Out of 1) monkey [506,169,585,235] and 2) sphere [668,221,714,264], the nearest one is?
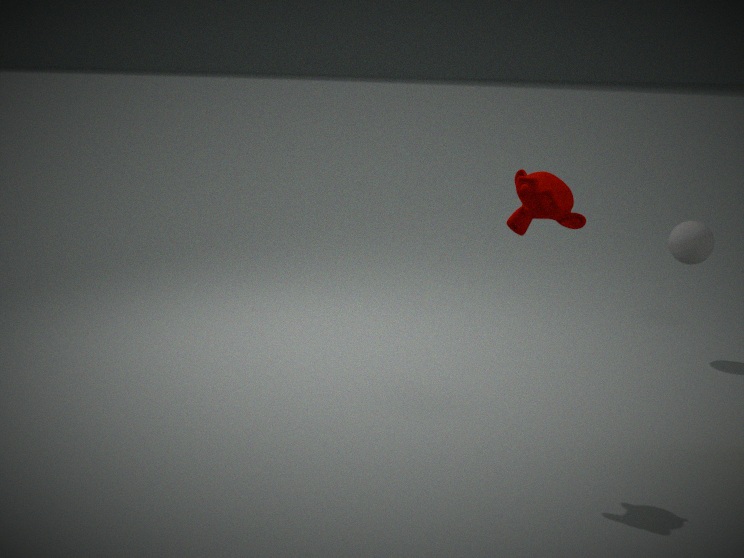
1. monkey [506,169,585,235]
